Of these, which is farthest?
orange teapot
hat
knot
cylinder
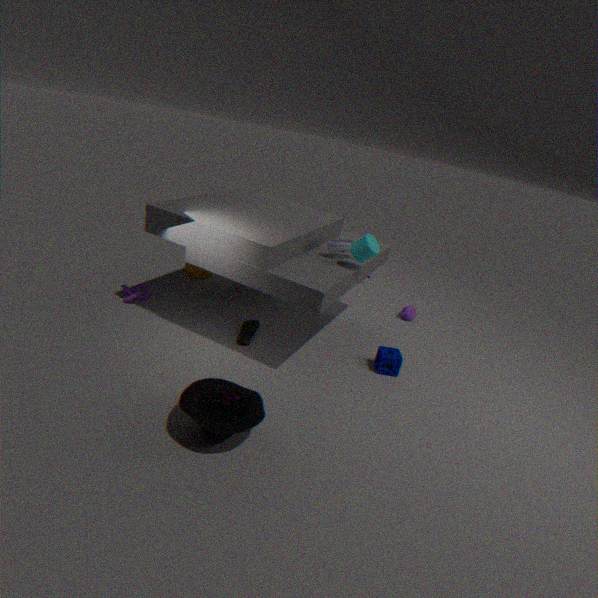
orange teapot
